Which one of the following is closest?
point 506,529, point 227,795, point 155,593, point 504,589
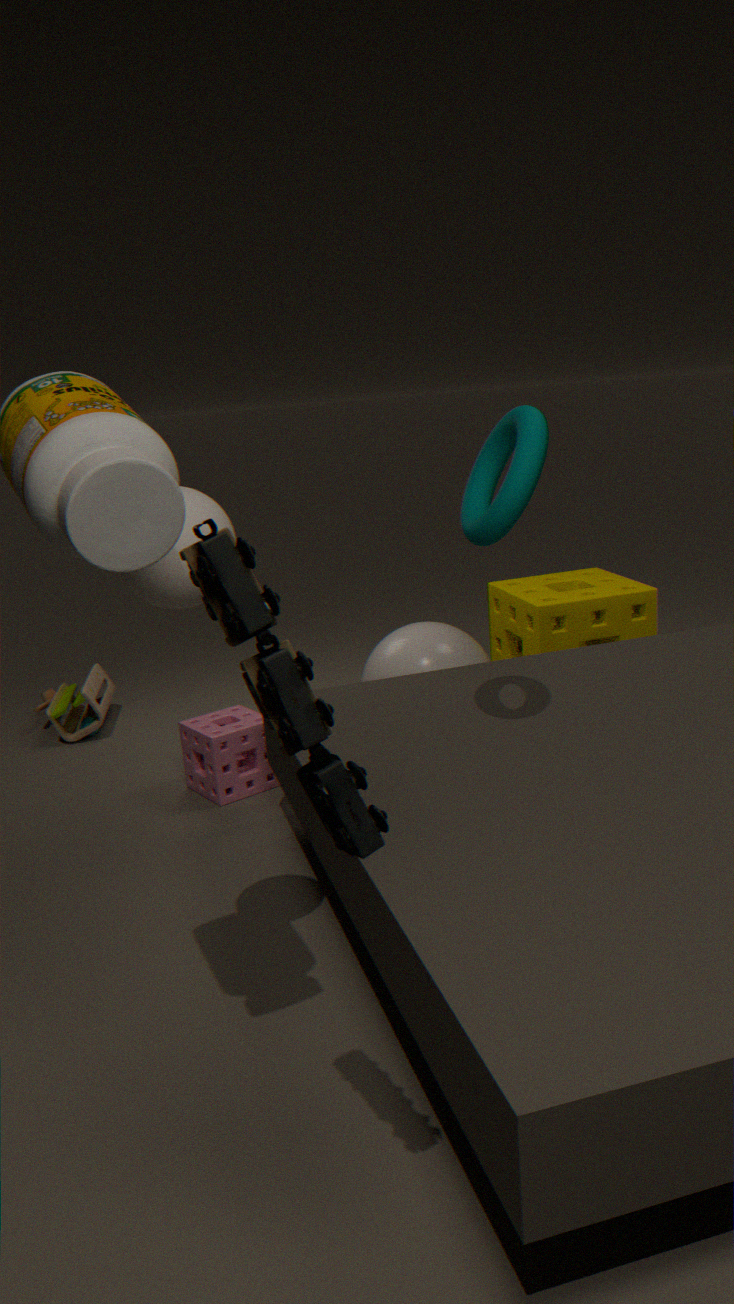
point 155,593
